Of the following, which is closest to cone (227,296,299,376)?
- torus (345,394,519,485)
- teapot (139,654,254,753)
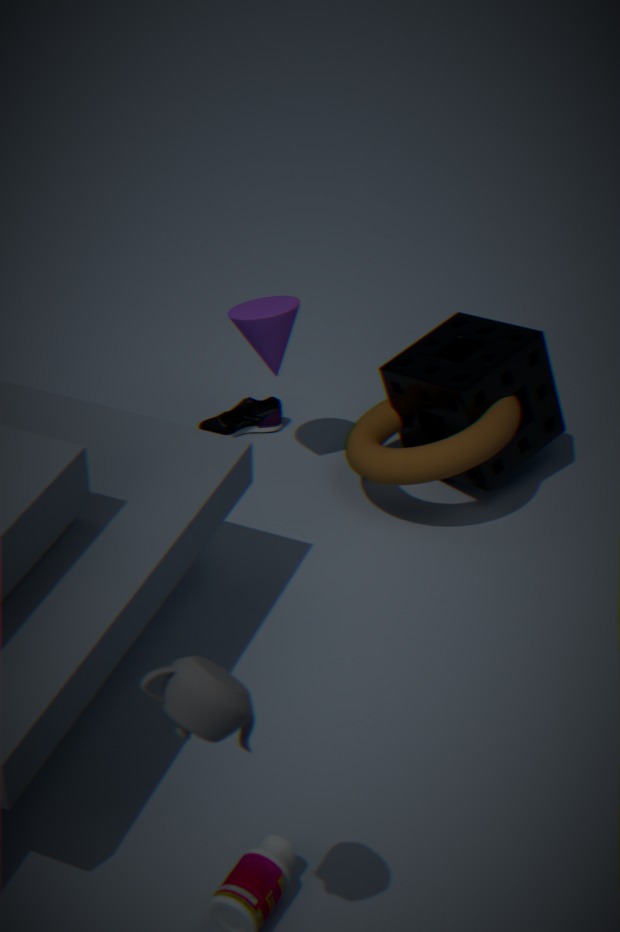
torus (345,394,519,485)
